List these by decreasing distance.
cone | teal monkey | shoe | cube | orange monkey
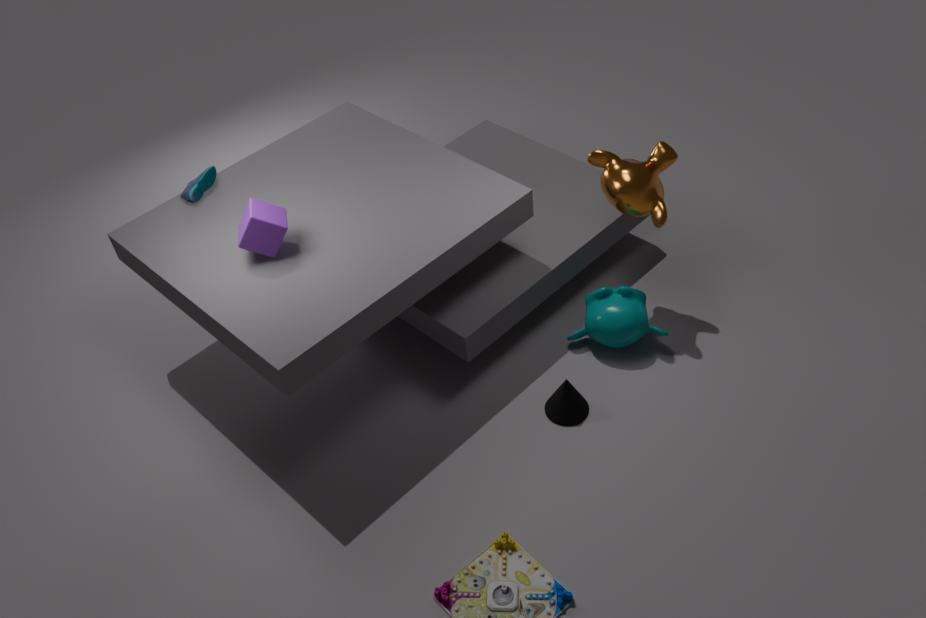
shoe
teal monkey
orange monkey
cone
cube
